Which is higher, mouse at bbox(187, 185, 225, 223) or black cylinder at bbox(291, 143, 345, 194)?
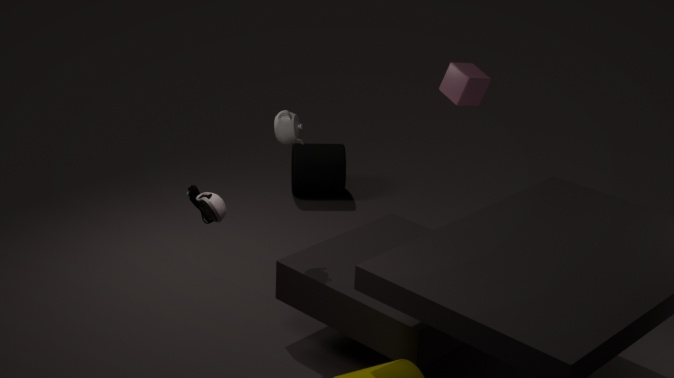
mouse at bbox(187, 185, 225, 223)
